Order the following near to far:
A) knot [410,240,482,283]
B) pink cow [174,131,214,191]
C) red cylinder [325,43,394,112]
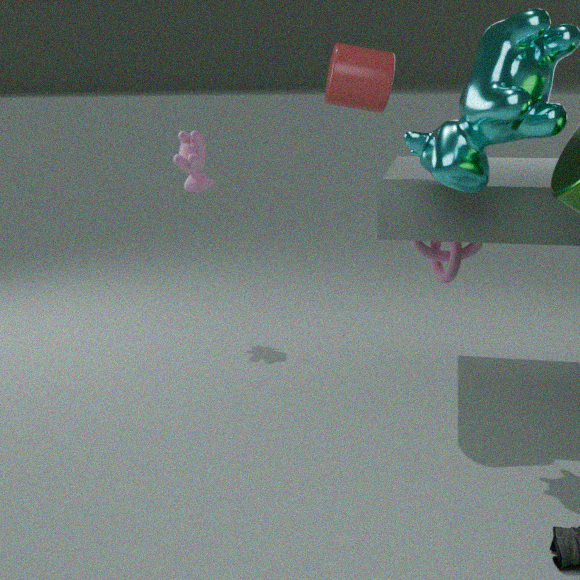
C. red cylinder [325,43,394,112]
A. knot [410,240,482,283]
B. pink cow [174,131,214,191]
